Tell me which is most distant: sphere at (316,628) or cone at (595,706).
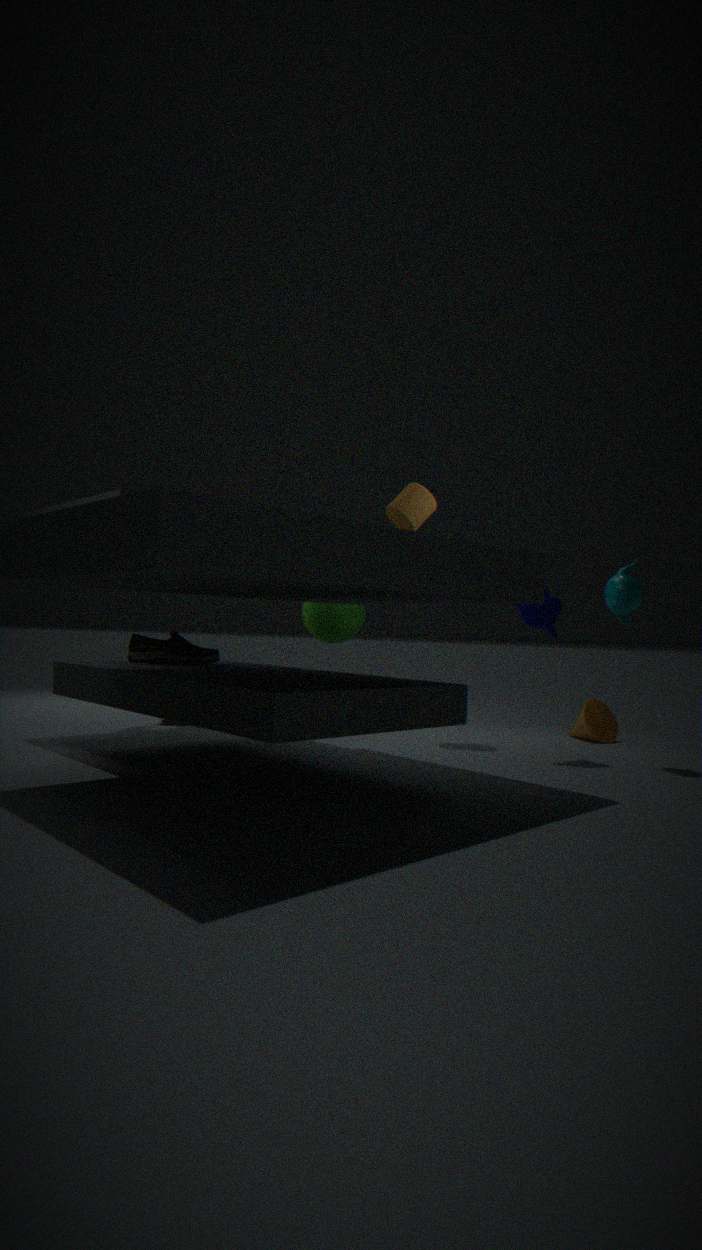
sphere at (316,628)
